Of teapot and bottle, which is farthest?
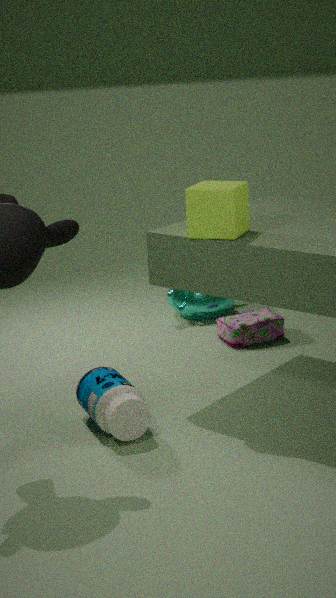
teapot
